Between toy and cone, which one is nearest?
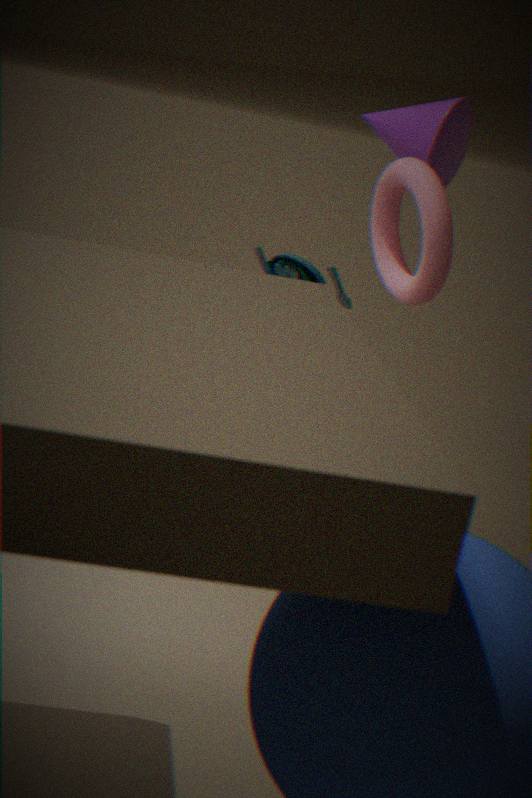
cone
